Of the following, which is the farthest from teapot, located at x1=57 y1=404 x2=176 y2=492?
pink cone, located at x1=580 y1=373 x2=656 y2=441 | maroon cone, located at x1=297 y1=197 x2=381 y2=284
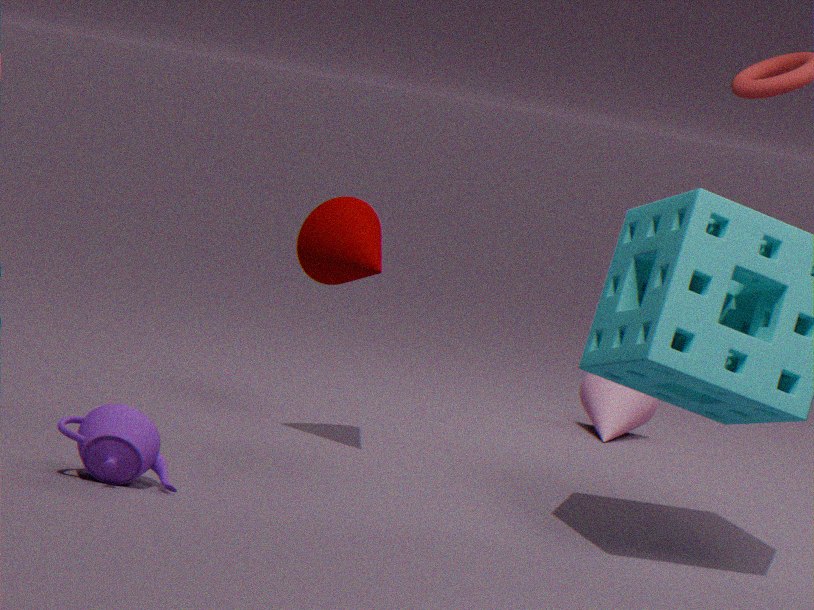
pink cone, located at x1=580 y1=373 x2=656 y2=441
